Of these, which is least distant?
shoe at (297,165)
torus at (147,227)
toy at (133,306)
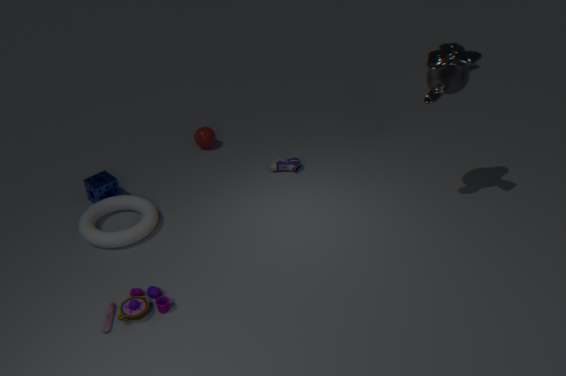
toy at (133,306)
